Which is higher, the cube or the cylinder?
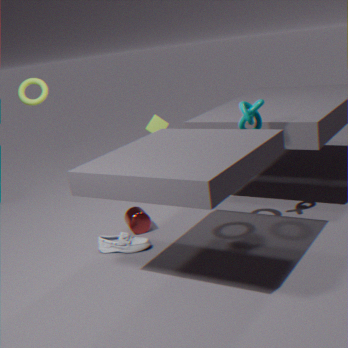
the cube
